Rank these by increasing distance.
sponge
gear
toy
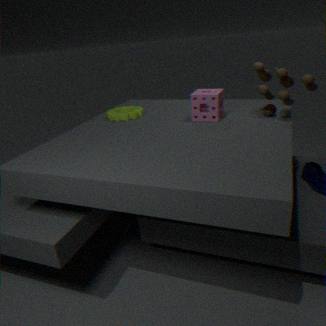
toy, sponge, gear
